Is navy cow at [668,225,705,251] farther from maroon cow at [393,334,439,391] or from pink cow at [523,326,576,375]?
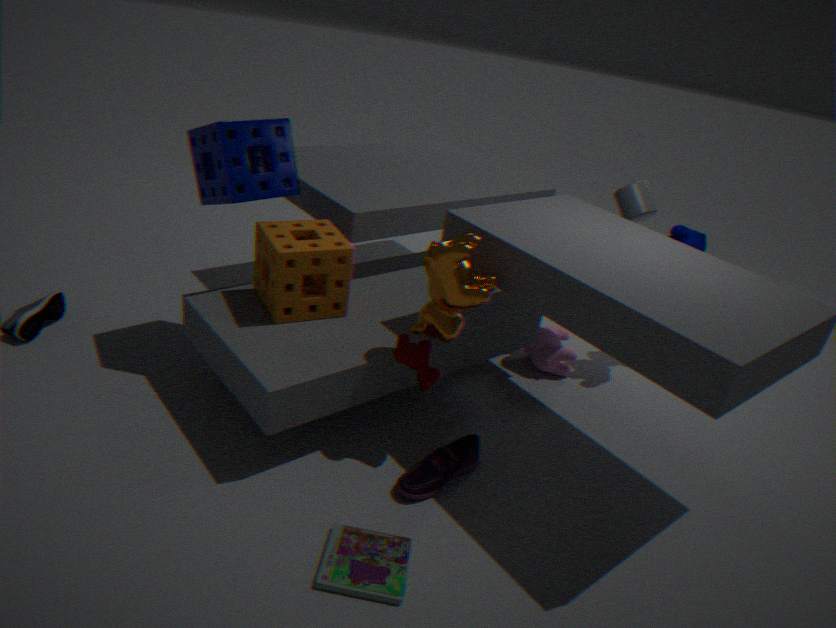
maroon cow at [393,334,439,391]
